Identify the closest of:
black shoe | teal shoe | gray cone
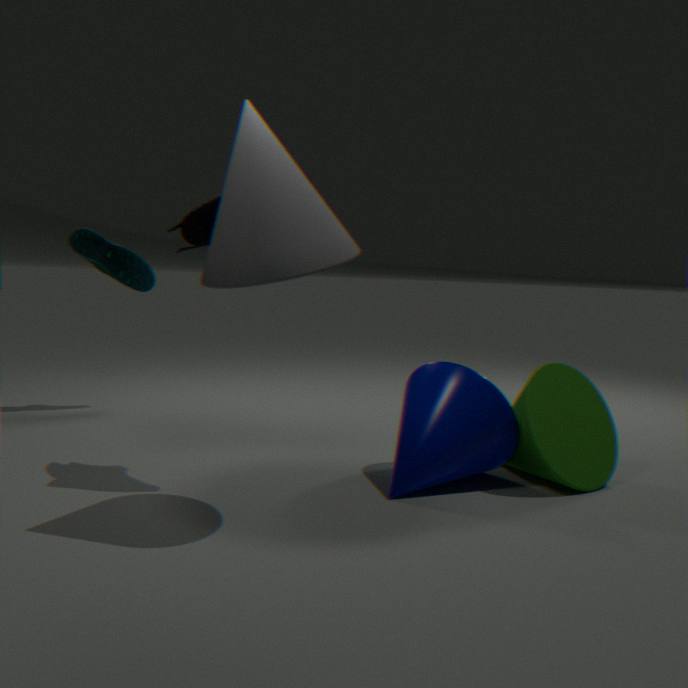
gray cone
